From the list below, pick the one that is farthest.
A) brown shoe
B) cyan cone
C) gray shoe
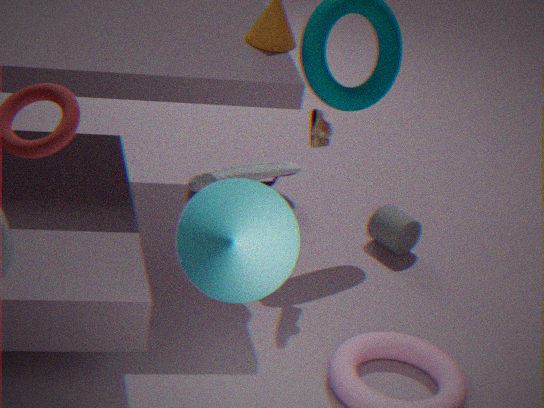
gray shoe
